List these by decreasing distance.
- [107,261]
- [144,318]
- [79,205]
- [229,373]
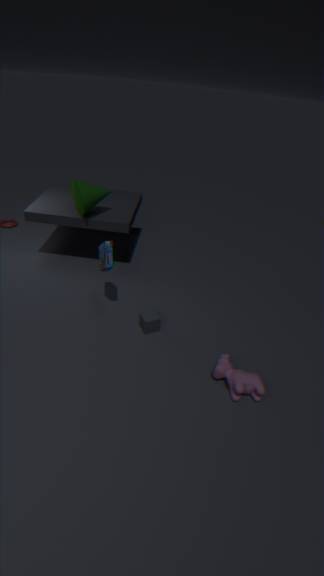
[79,205] → [144,318] → [107,261] → [229,373]
